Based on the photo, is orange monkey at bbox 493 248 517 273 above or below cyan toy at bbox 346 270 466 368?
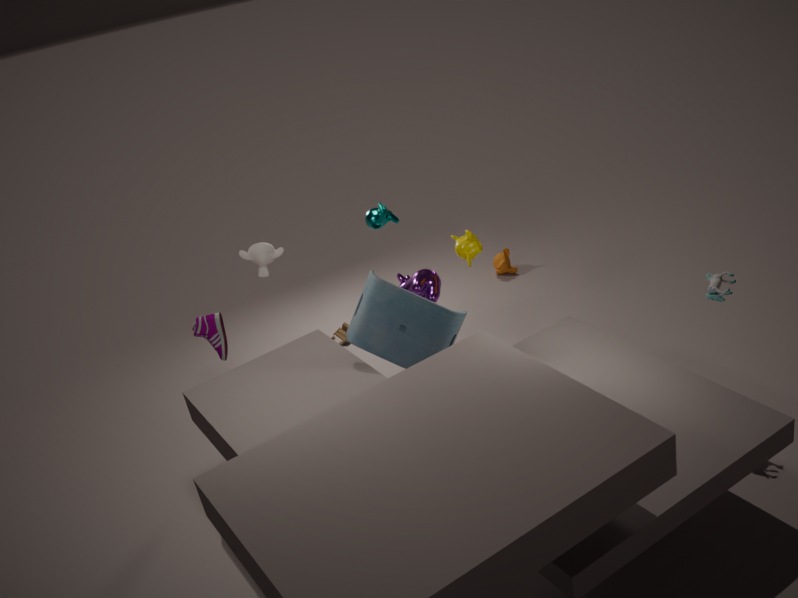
below
